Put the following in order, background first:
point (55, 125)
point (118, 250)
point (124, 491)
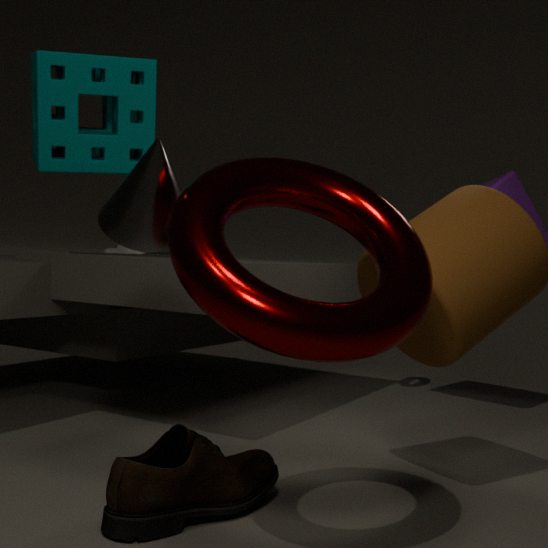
1. point (118, 250)
2. point (55, 125)
3. point (124, 491)
